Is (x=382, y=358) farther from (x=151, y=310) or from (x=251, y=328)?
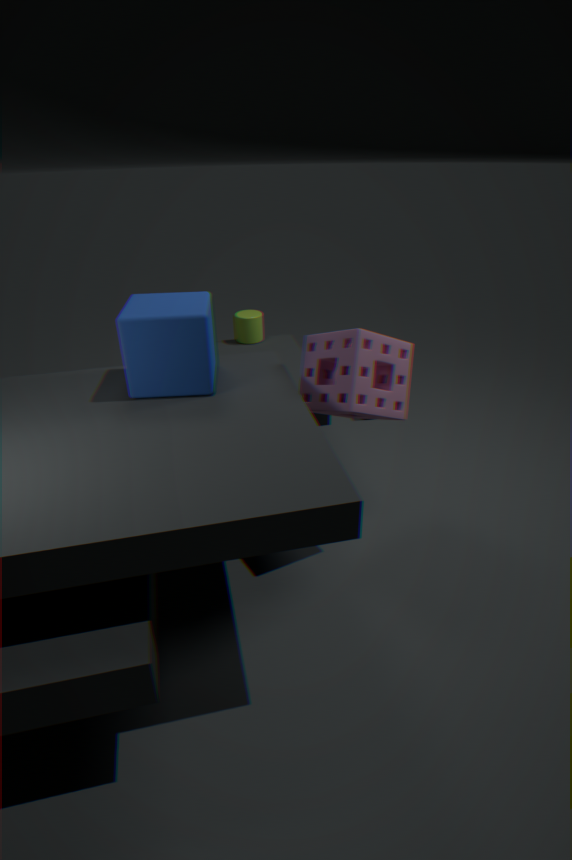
(x=251, y=328)
